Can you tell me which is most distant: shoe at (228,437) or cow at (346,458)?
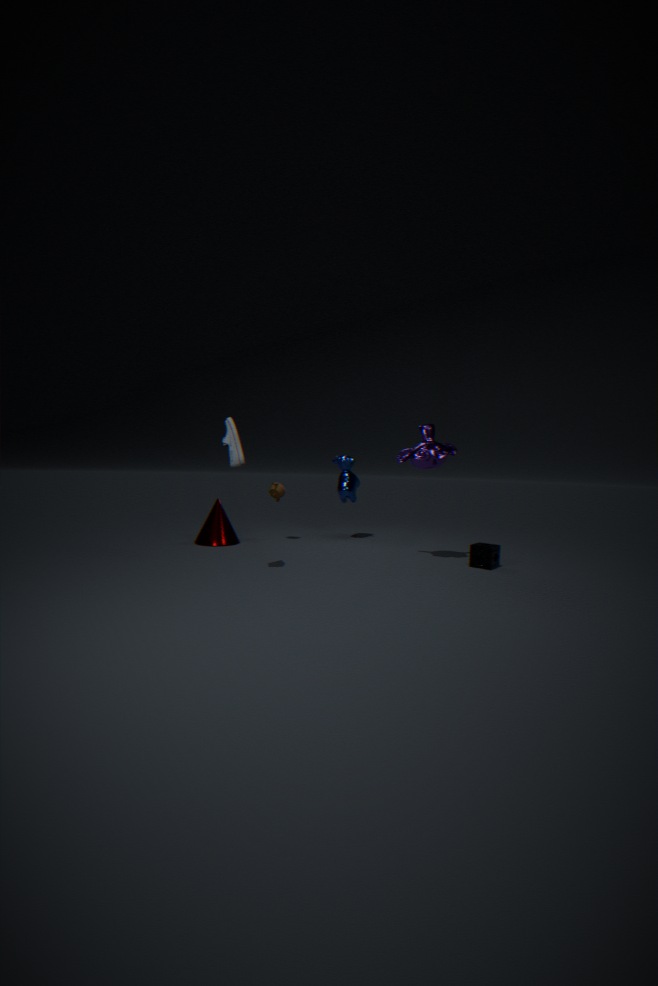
cow at (346,458)
